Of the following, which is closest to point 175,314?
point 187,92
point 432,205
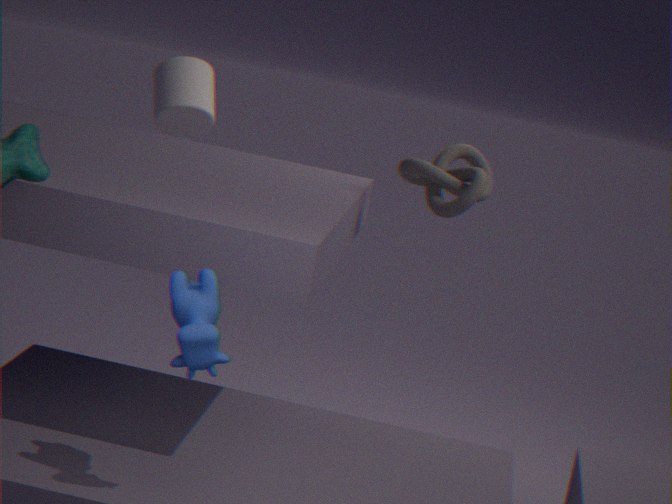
point 432,205
